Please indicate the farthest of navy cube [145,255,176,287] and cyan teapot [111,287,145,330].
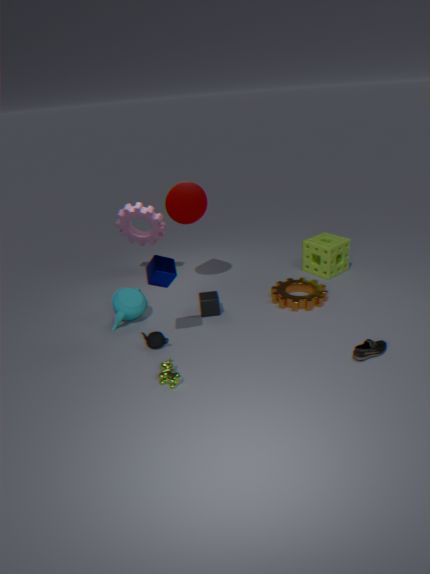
cyan teapot [111,287,145,330]
